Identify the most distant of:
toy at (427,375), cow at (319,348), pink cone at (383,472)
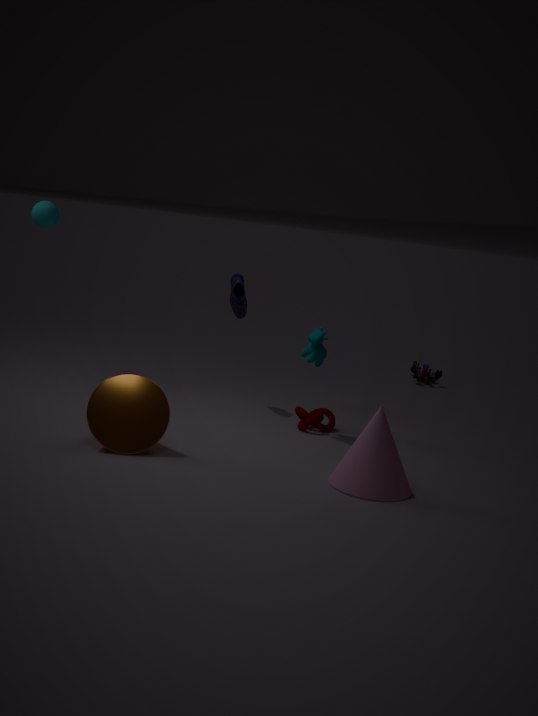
toy at (427,375)
